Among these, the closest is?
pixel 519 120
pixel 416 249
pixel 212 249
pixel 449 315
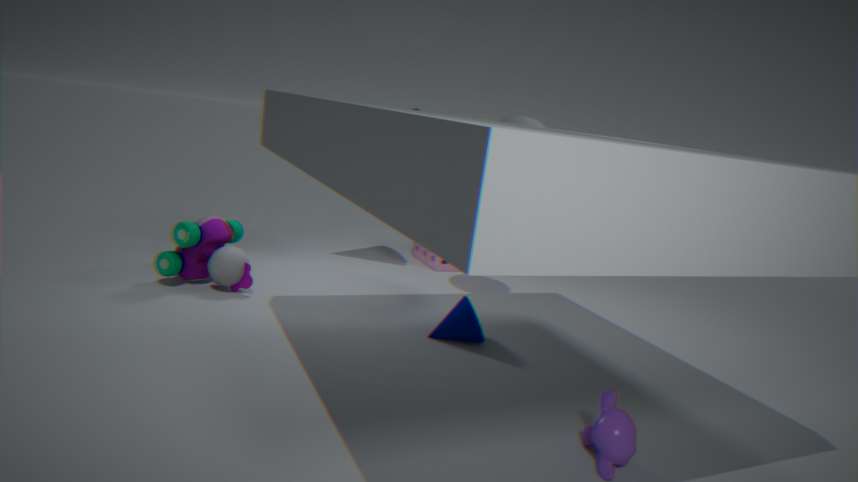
pixel 449 315
